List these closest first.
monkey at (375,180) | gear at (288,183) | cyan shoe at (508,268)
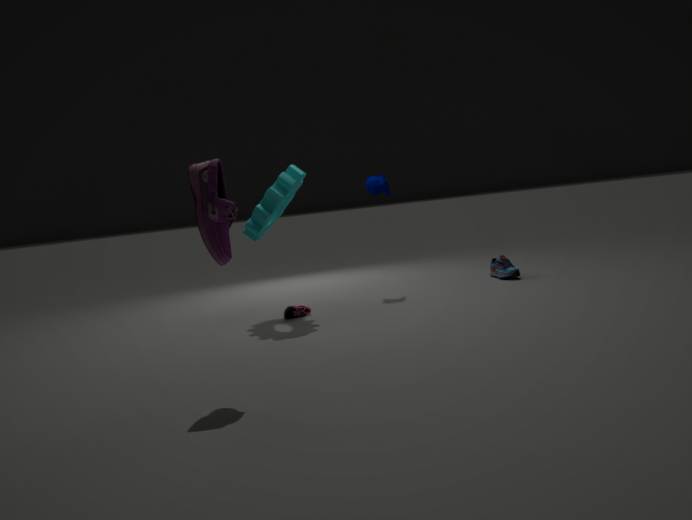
gear at (288,183), monkey at (375,180), cyan shoe at (508,268)
